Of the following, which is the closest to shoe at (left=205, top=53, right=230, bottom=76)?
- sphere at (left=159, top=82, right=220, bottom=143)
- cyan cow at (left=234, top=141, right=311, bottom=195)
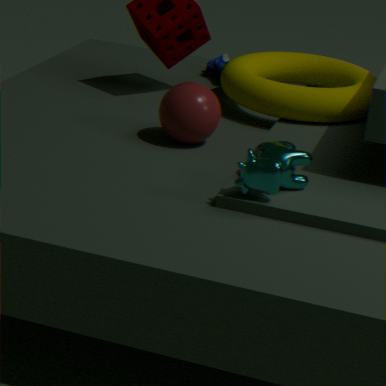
sphere at (left=159, top=82, right=220, bottom=143)
